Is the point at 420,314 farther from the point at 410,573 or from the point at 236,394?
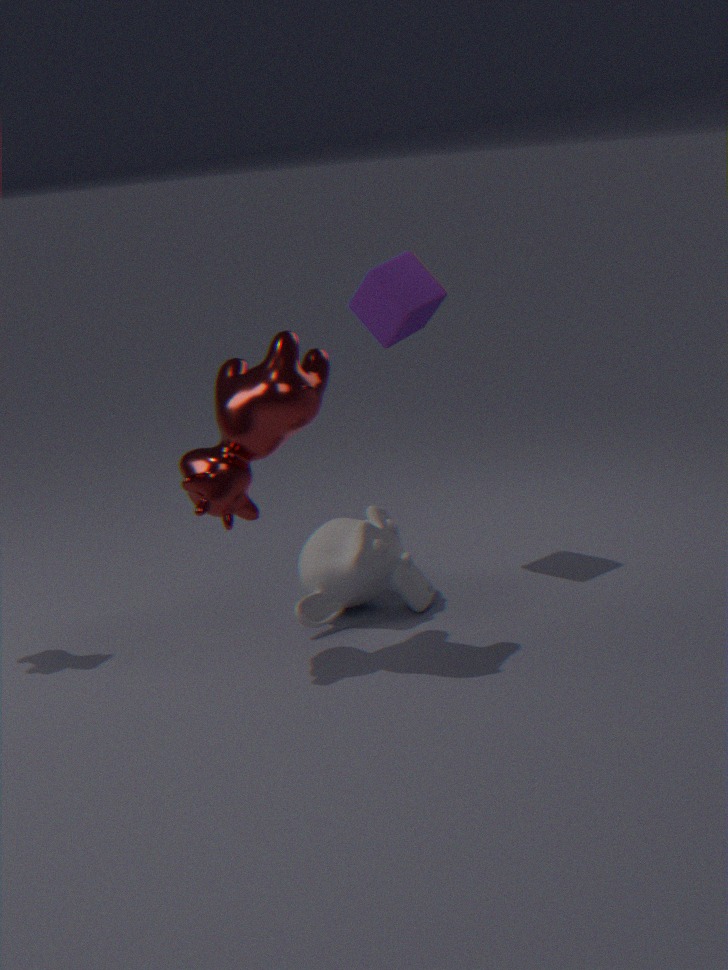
the point at 410,573
